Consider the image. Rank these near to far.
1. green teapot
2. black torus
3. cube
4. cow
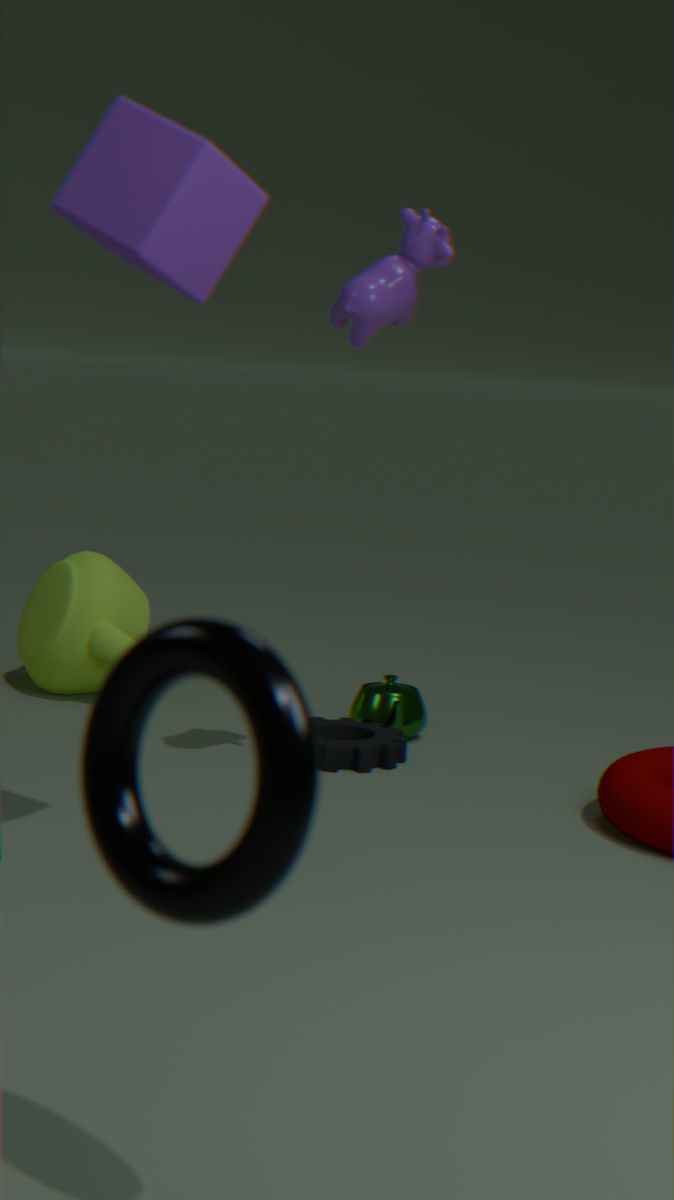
black torus, cube, cow, green teapot
